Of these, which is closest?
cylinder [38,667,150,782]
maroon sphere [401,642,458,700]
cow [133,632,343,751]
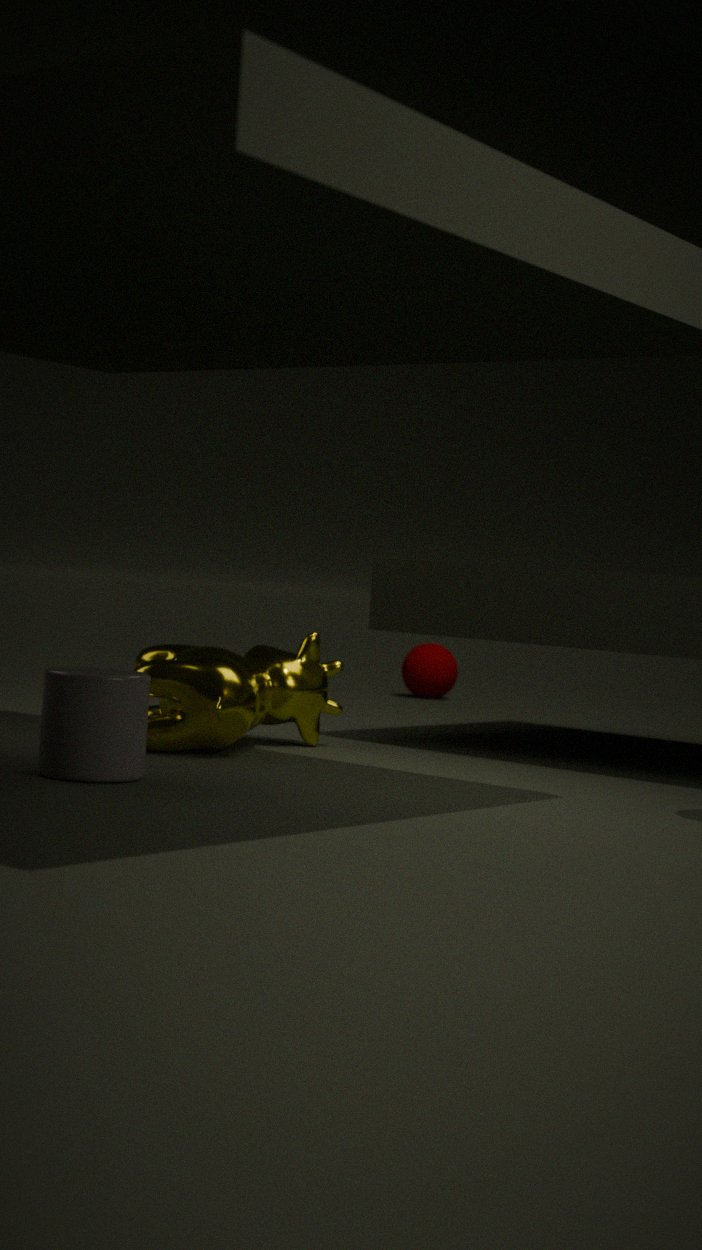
cylinder [38,667,150,782]
